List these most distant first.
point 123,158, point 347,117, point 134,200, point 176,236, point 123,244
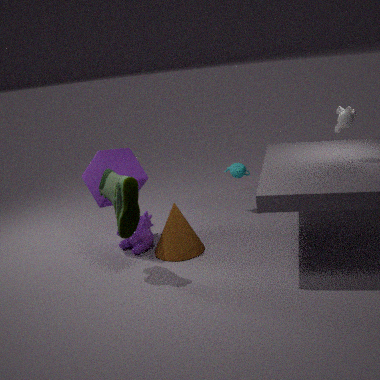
point 123,244 → point 123,158 → point 176,236 → point 347,117 → point 134,200
